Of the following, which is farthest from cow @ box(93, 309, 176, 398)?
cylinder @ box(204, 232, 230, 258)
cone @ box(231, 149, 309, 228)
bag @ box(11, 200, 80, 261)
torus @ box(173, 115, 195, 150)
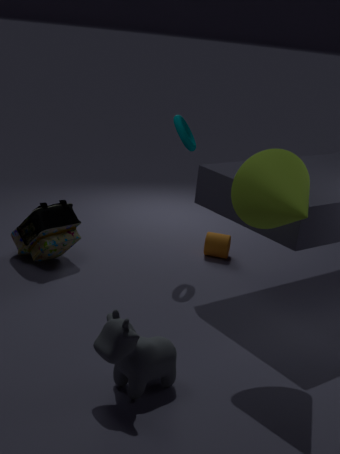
cylinder @ box(204, 232, 230, 258)
